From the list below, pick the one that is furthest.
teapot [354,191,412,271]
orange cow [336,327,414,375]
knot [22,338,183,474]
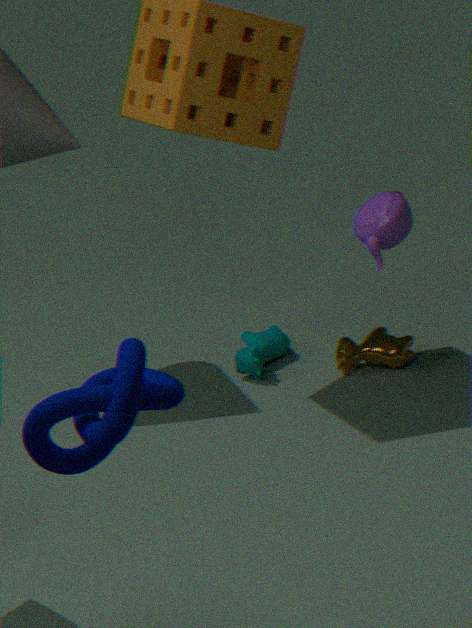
orange cow [336,327,414,375]
